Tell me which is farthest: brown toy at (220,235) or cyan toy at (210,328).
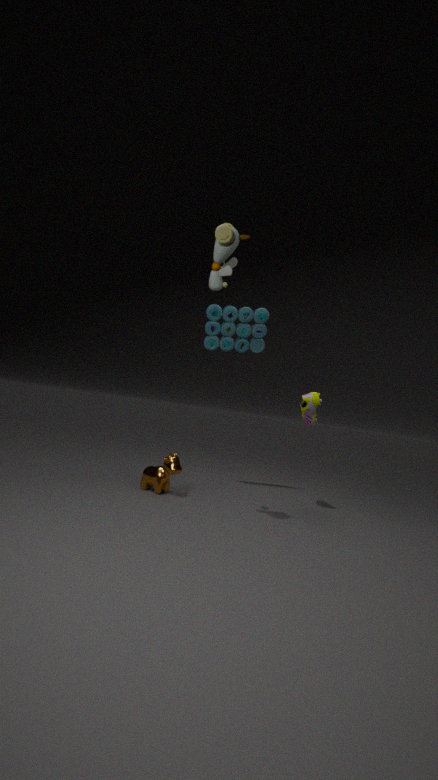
cyan toy at (210,328)
